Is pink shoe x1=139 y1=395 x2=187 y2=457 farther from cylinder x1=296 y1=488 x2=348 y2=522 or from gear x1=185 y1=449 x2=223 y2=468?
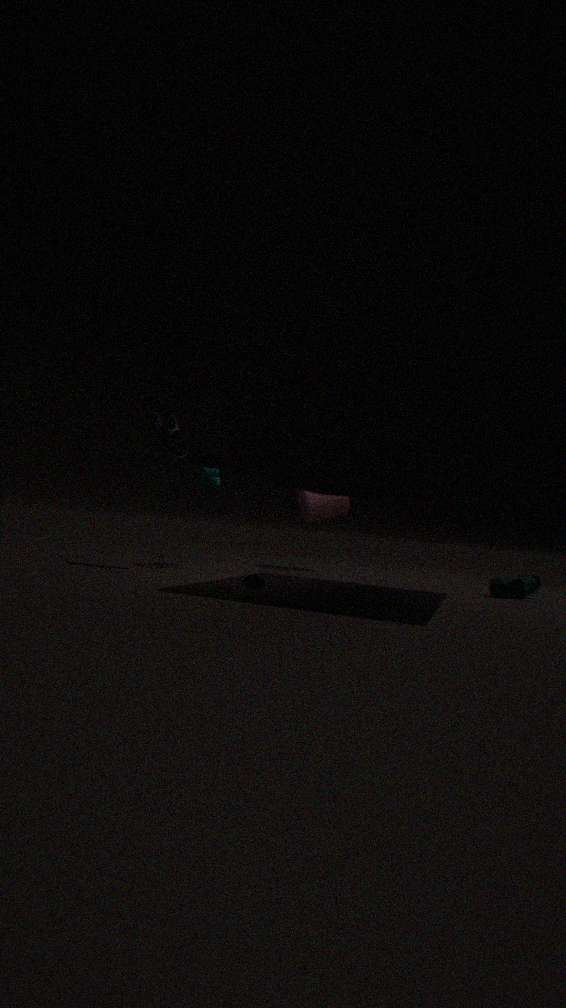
cylinder x1=296 y1=488 x2=348 y2=522
